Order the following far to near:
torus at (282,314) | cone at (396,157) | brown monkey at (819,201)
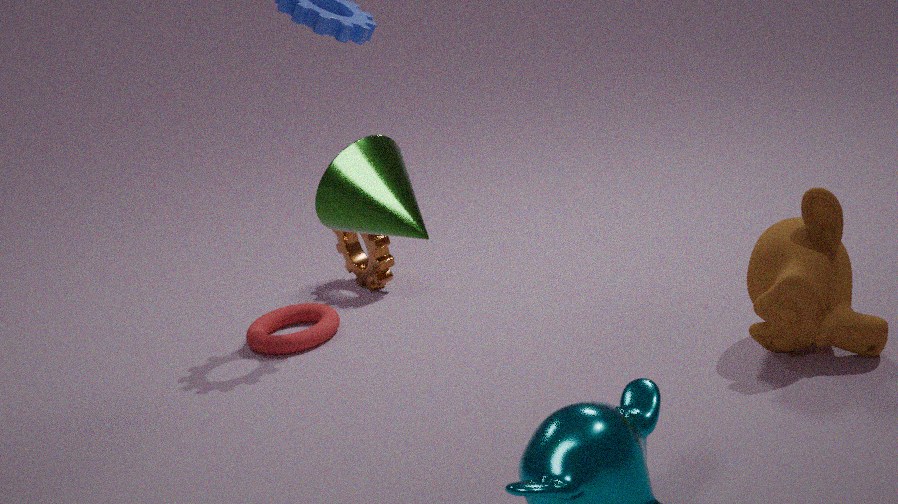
torus at (282,314), brown monkey at (819,201), cone at (396,157)
